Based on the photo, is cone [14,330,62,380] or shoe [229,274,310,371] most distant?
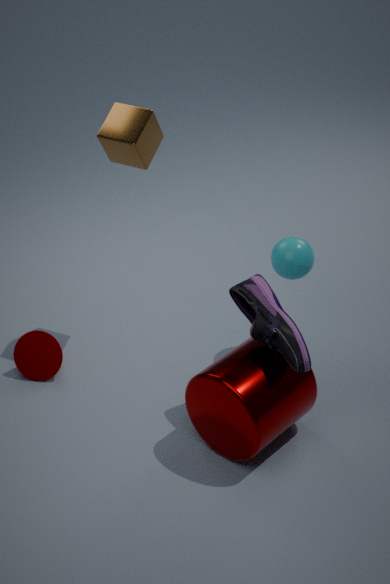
cone [14,330,62,380]
